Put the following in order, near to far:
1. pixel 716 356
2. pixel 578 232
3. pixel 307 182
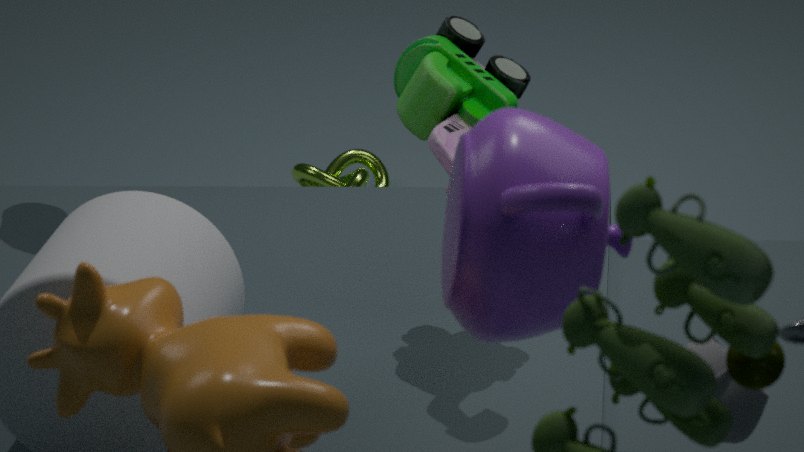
pixel 578 232 → pixel 716 356 → pixel 307 182
